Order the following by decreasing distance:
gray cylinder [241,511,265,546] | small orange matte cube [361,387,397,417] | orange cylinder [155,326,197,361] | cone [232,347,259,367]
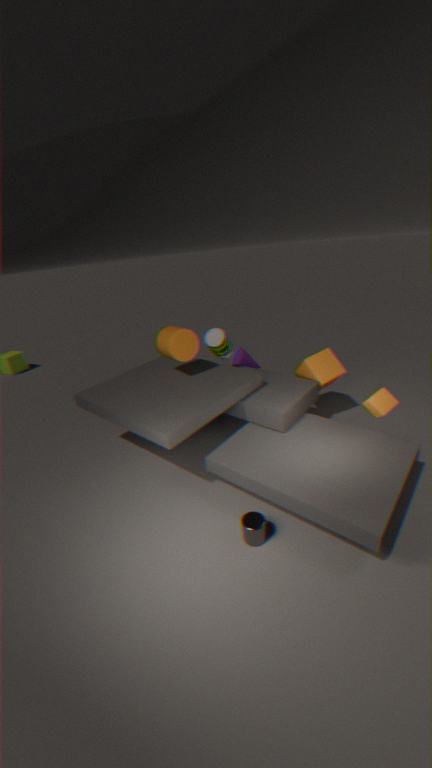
cone [232,347,259,367] → orange cylinder [155,326,197,361] → small orange matte cube [361,387,397,417] → gray cylinder [241,511,265,546]
